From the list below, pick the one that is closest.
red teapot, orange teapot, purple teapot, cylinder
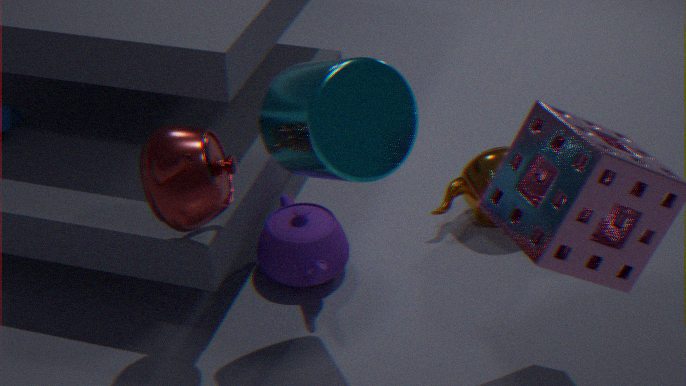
cylinder
